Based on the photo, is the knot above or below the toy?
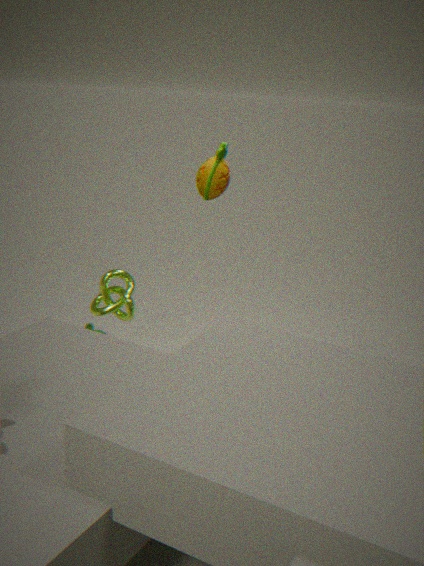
below
